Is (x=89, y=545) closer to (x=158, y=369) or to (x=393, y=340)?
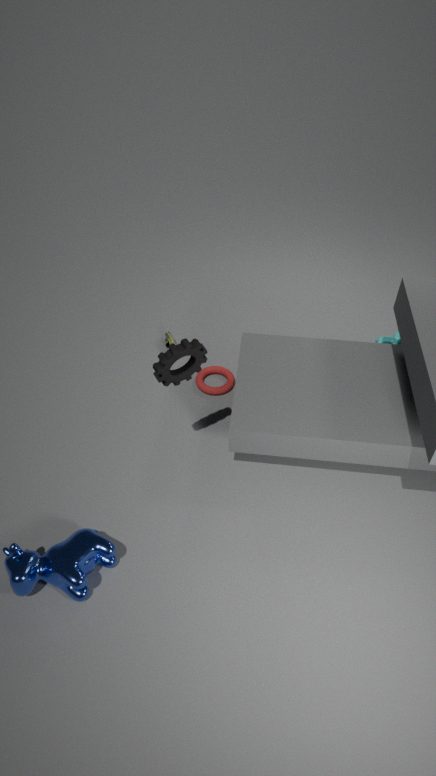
(x=158, y=369)
